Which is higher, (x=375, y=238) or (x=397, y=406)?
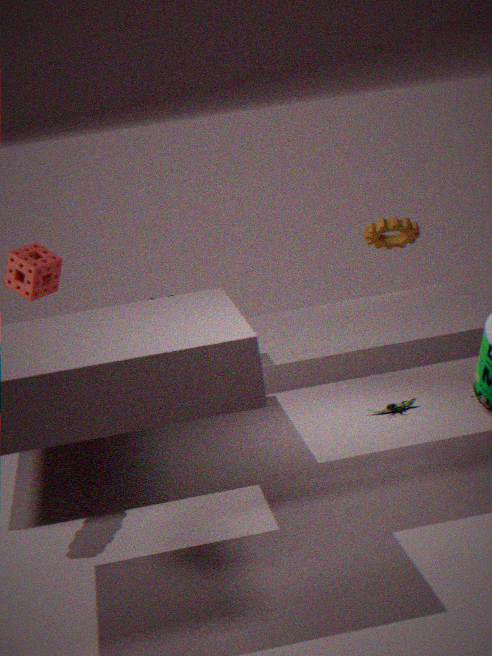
(x=375, y=238)
